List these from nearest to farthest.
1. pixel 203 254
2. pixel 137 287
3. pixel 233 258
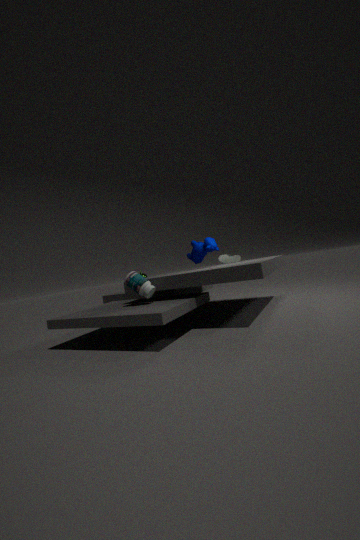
pixel 137 287 → pixel 203 254 → pixel 233 258
